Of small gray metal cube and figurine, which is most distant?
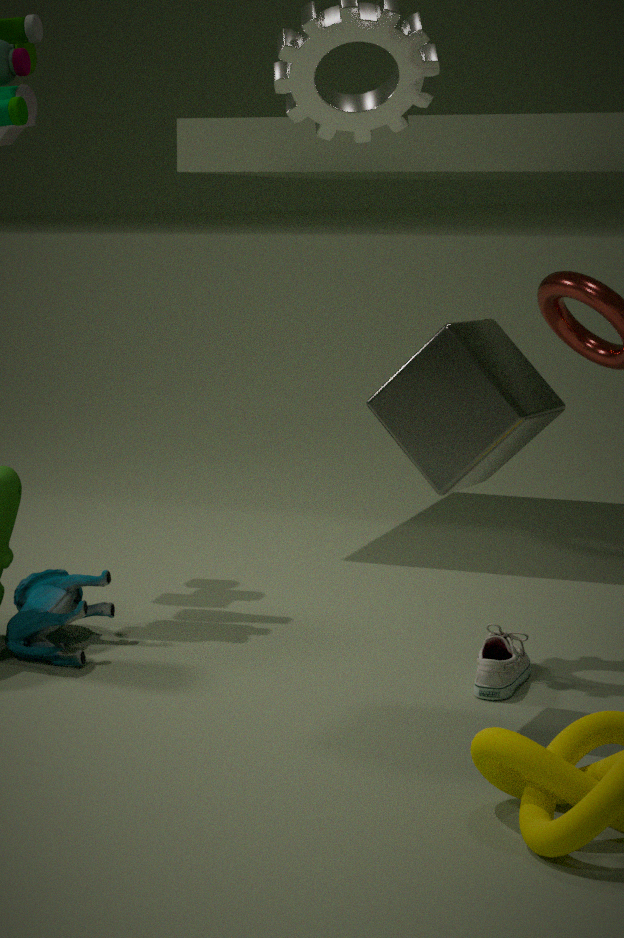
figurine
